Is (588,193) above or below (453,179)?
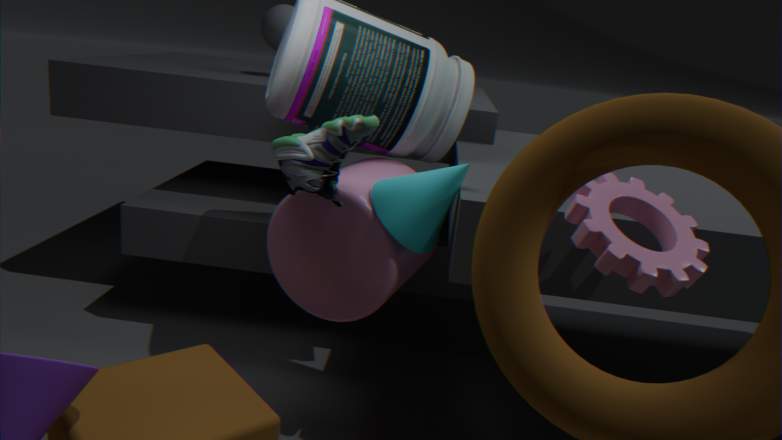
above
